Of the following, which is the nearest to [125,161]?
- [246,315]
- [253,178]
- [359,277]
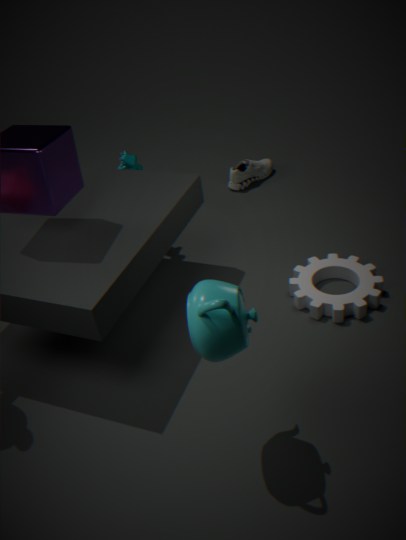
[253,178]
